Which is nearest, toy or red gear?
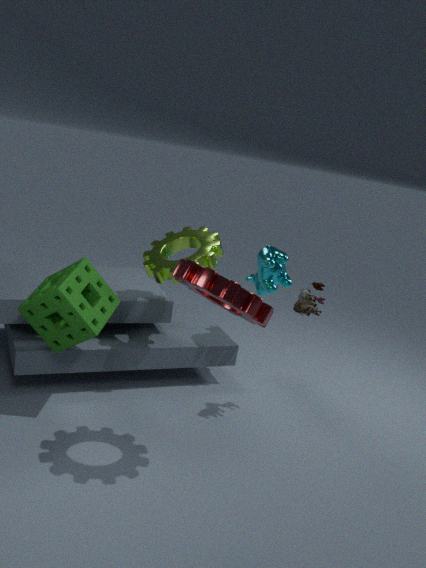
red gear
